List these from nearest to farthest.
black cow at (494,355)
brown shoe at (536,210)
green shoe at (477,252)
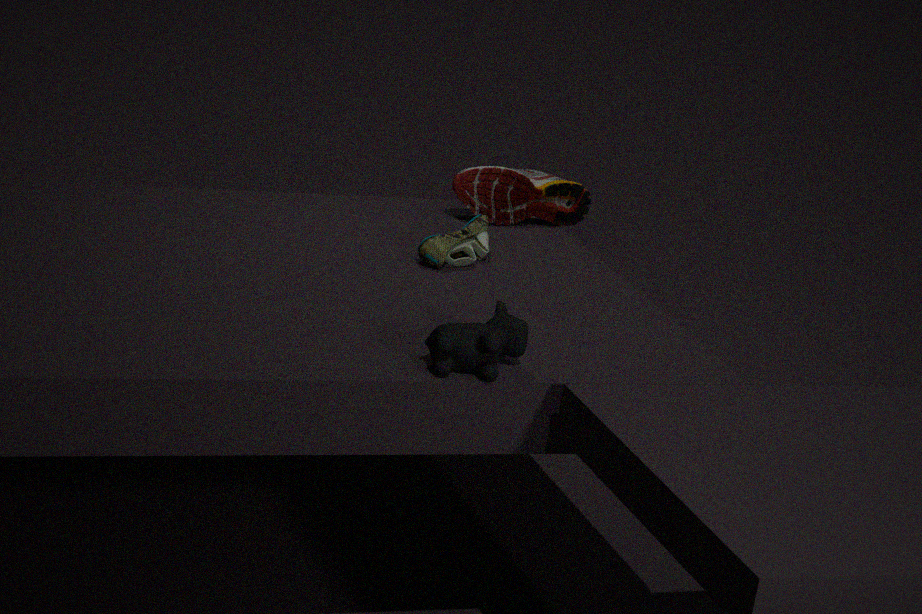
black cow at (494,355) → green shoe at (477,252) → brown shoe at (536,210)
